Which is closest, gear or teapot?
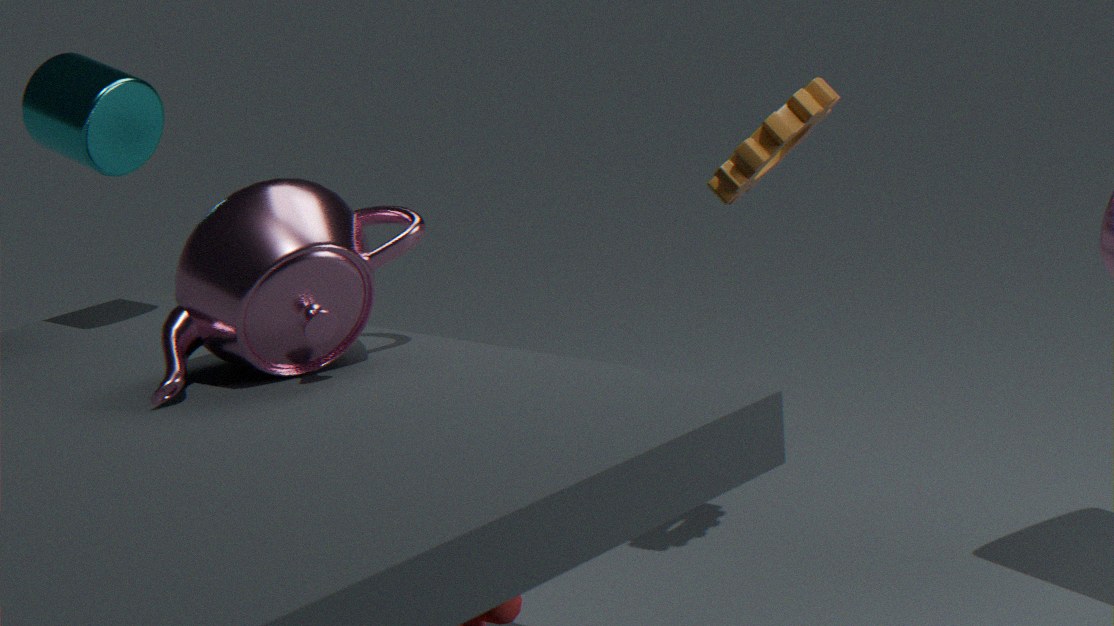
teapot
